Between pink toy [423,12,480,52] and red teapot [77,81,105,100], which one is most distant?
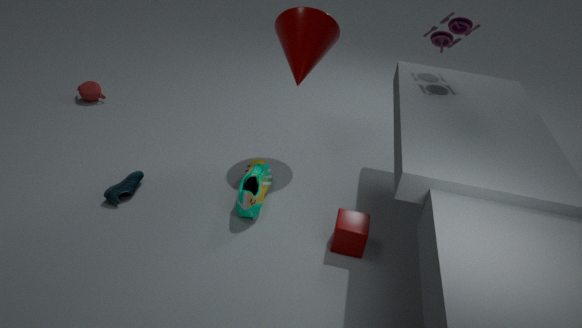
red teapot [77,81,105,100]
